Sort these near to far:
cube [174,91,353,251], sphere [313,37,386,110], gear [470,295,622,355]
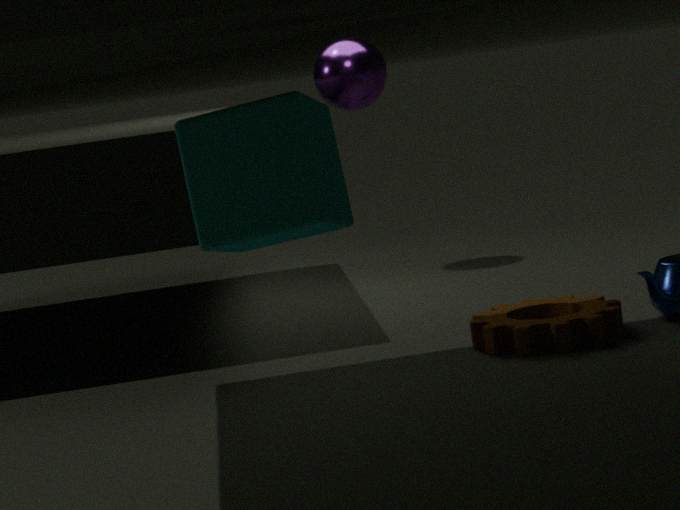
cube [174,91,353,251] → gear [470,295,622,355] → sphere [313,37,386,110]
